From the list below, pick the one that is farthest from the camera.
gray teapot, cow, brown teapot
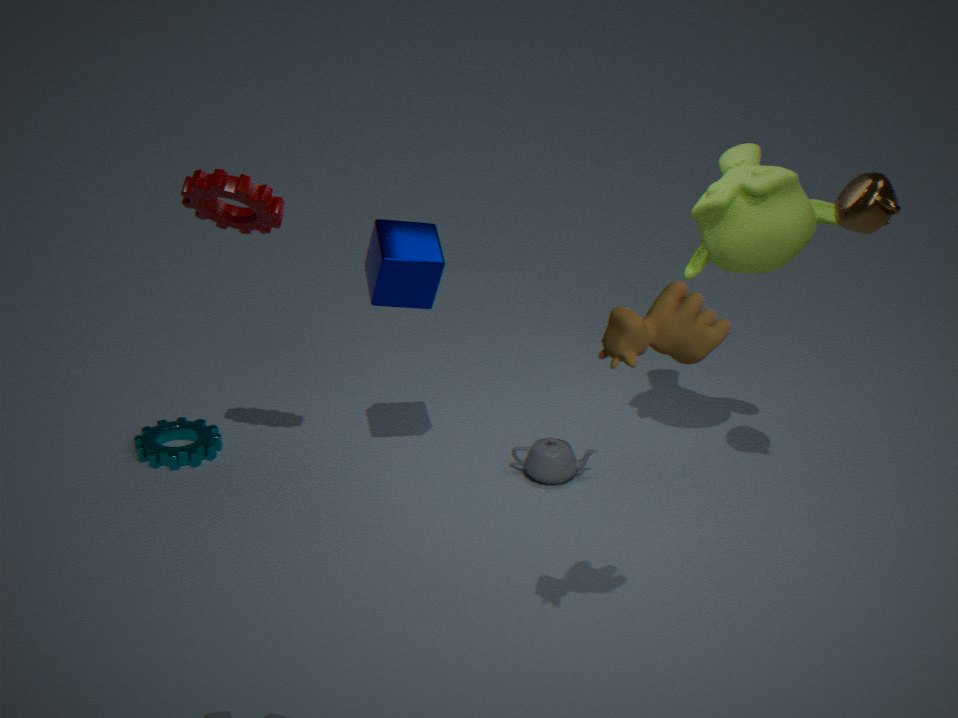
gray teapot
